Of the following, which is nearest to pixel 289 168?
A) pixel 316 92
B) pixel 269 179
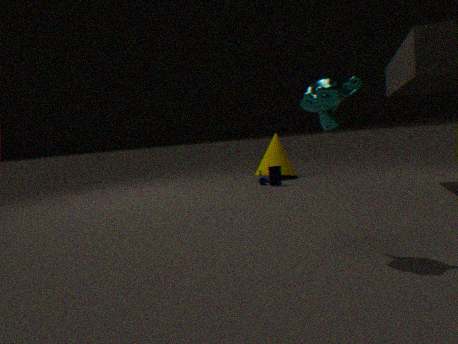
pixel 269 179
